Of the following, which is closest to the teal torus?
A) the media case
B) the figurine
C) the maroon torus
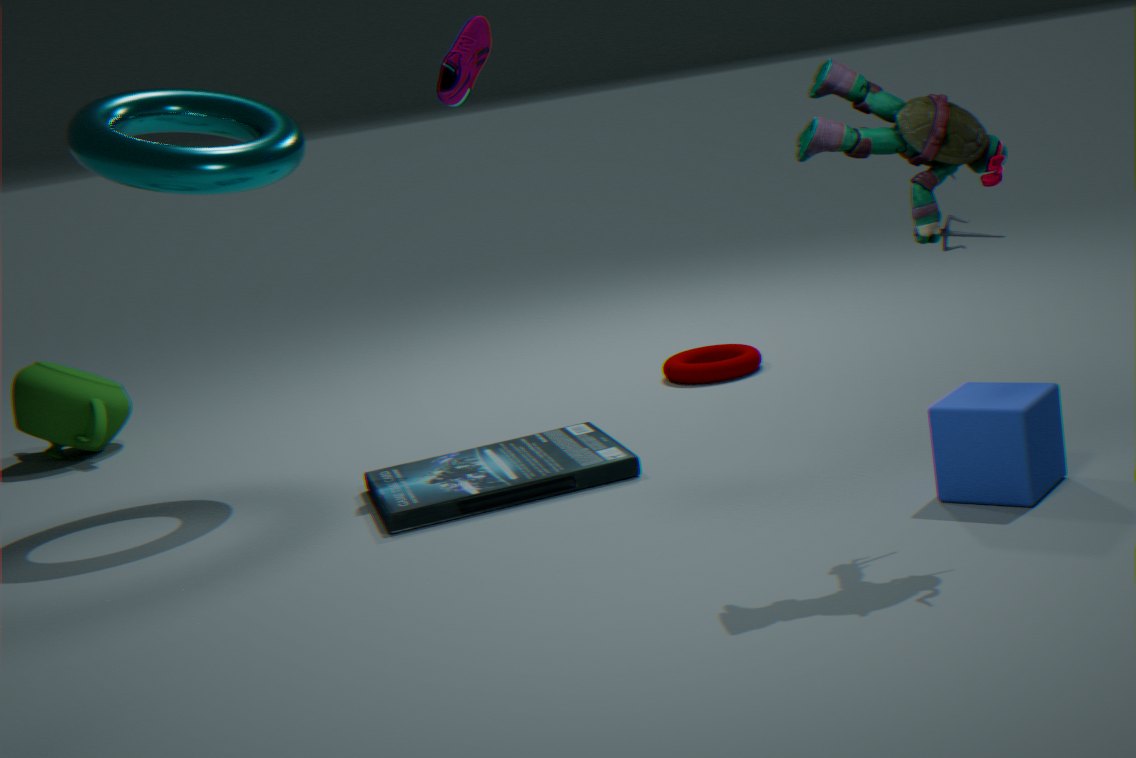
the media case
